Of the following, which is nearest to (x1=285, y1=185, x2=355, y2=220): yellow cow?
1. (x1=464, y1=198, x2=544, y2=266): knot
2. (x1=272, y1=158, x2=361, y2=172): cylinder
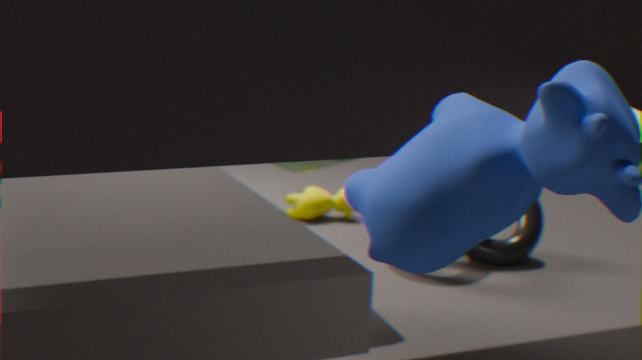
(x1=464, y1=198, x2=544, y2=266): knot
